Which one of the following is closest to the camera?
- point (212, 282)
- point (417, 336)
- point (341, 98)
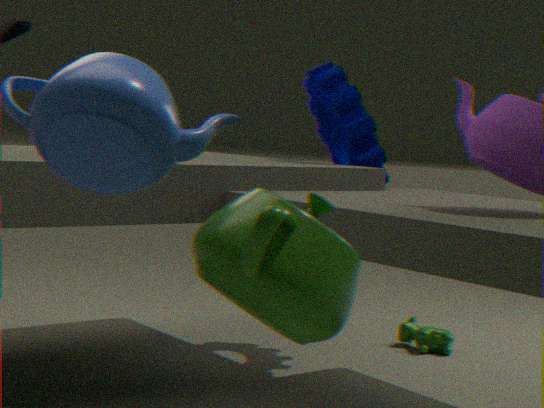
point (212, 282)
